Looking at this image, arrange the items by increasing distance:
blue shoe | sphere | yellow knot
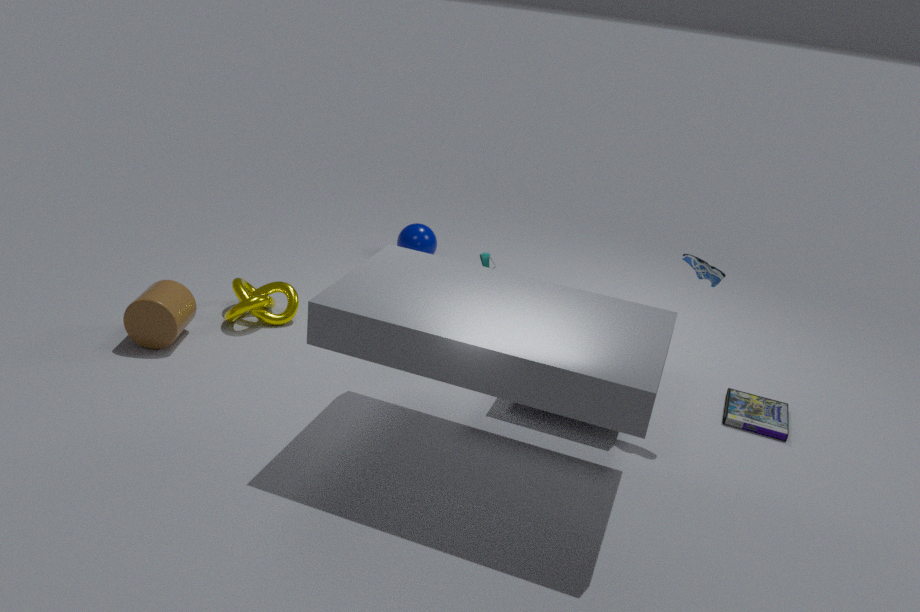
blue shoe < yellow knot < sphere
